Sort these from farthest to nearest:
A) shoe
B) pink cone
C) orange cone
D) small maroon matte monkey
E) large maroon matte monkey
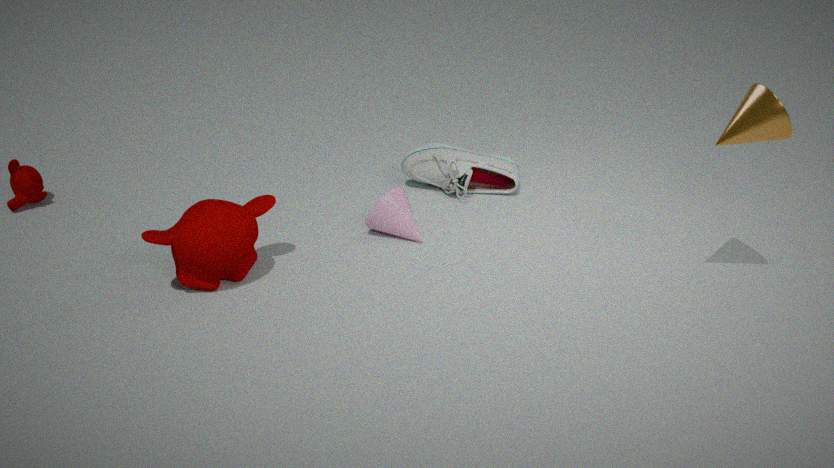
shoe, small maroon matte monkey, pink cone, large maroon matte monkey, orange cone
